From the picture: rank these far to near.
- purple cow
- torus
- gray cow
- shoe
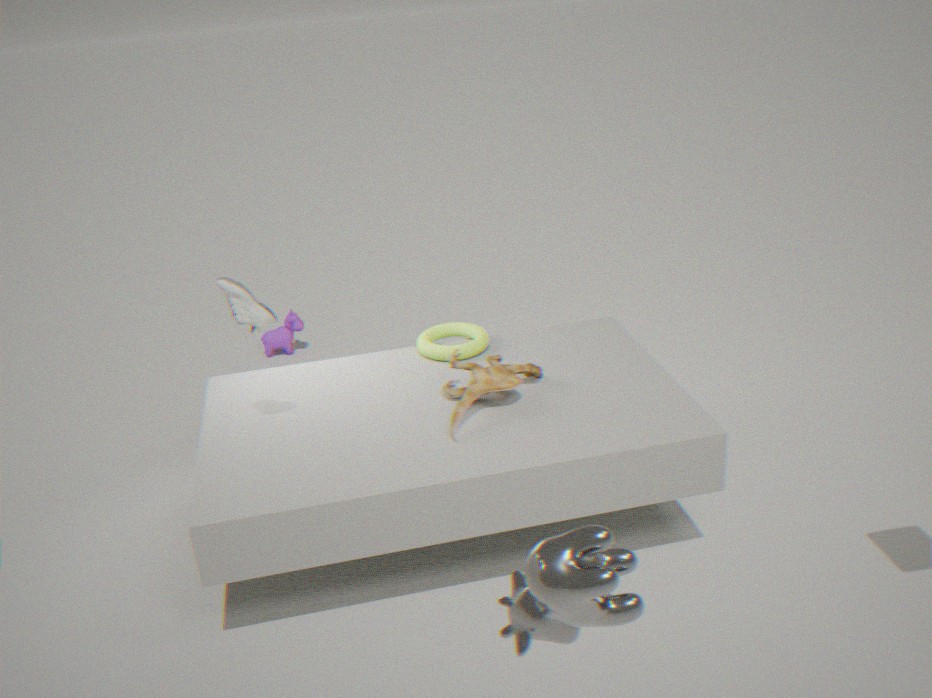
purple cow, torus, shoe, gray cow
